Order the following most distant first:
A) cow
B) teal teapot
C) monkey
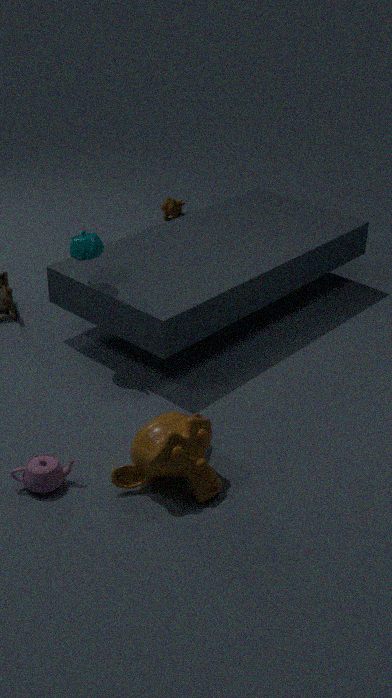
cow, teal teapot, monkey
